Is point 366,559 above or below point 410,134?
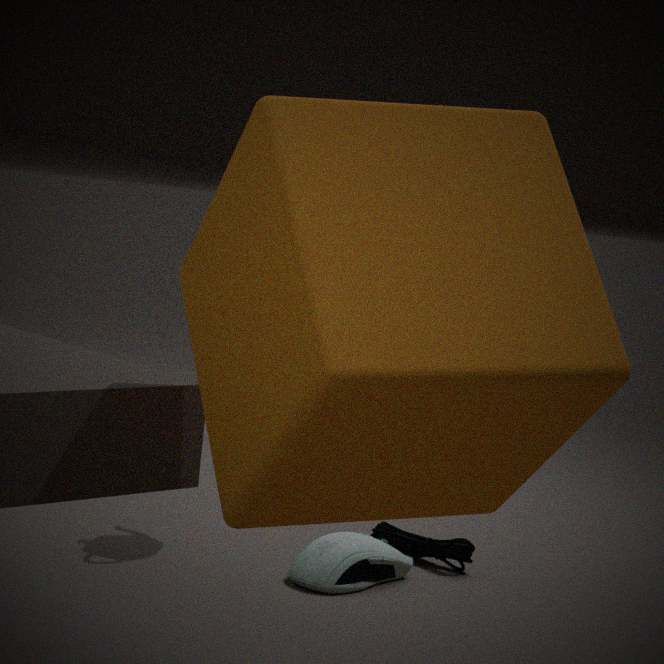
below
